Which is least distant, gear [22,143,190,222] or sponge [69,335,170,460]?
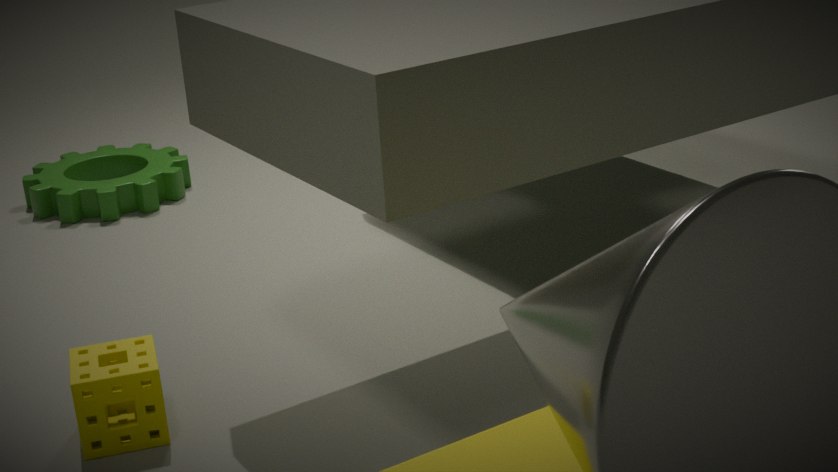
sponge [69,335,170,460]
